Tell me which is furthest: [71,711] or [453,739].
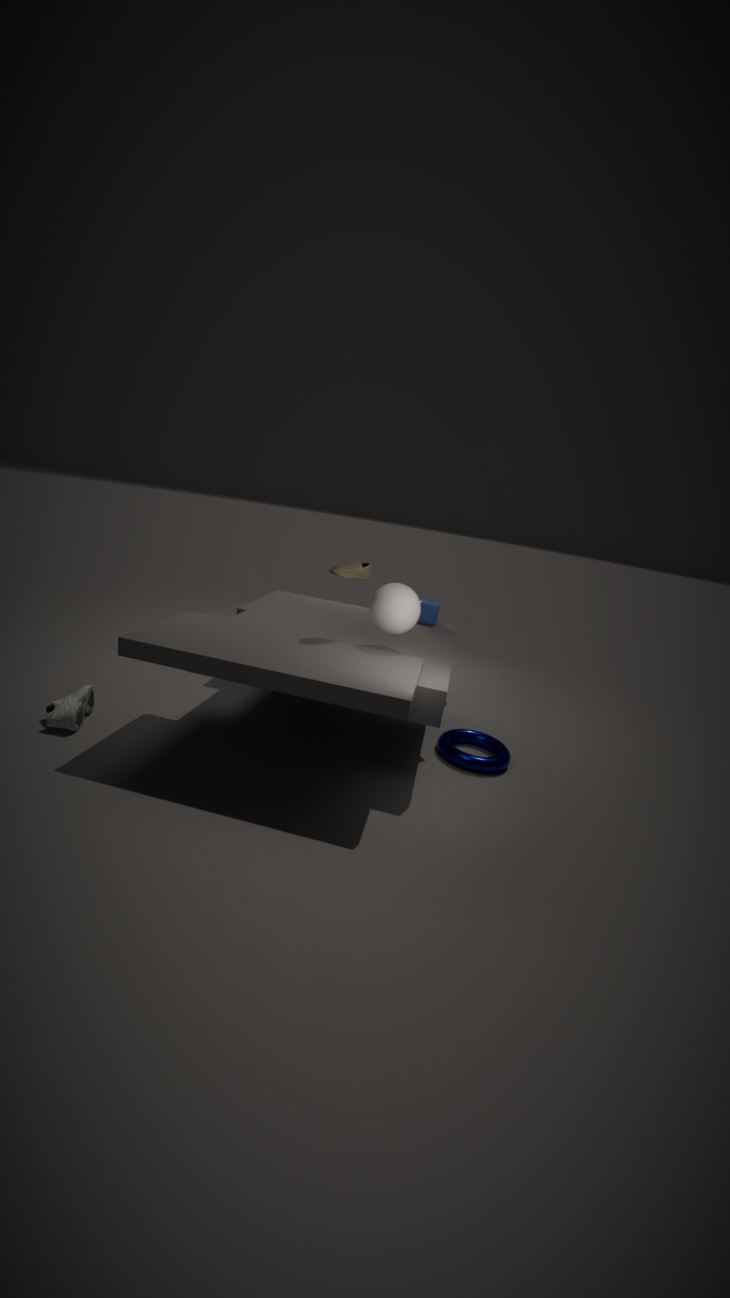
[453,739]
